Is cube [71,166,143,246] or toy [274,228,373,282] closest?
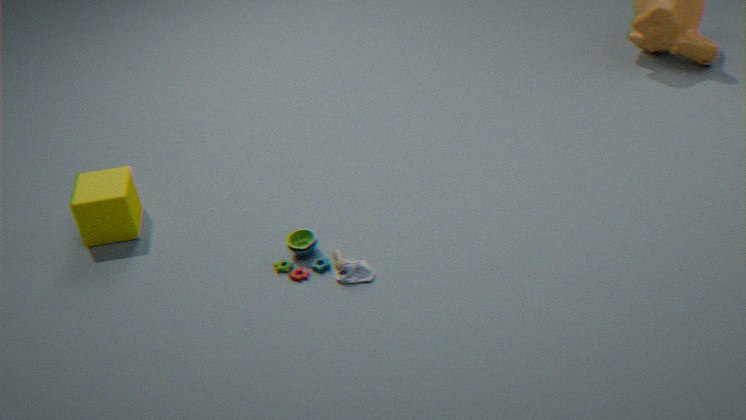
toy [274,228,373,282]
